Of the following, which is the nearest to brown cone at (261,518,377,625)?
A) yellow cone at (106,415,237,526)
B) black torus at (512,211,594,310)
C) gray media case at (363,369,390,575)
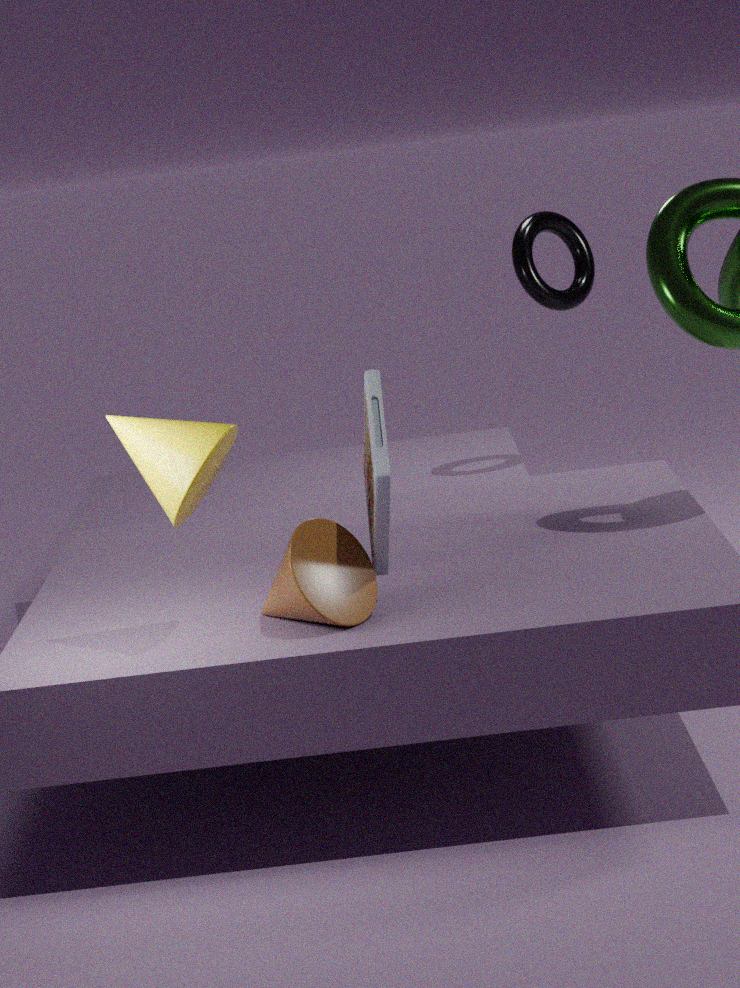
gray media case at (363,369,390,575)
